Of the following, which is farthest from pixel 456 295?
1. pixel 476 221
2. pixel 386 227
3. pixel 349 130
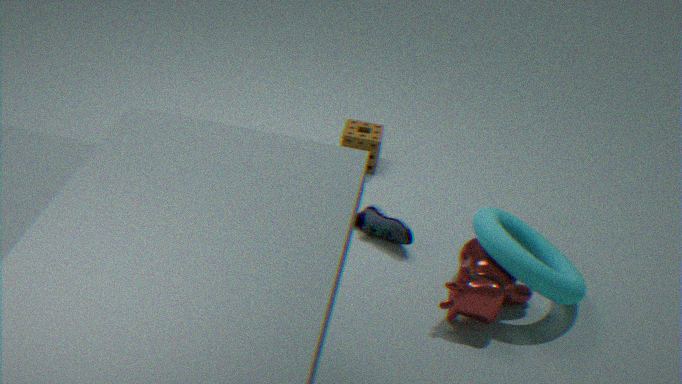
pixel 349 130
